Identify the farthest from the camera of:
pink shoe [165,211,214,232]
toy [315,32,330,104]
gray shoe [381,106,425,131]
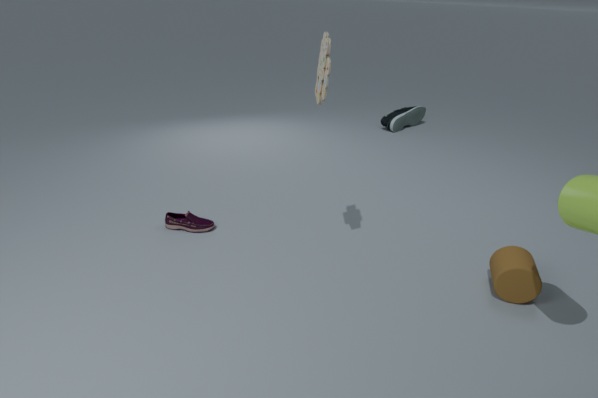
A: gray shoe [381,106,425,131]
